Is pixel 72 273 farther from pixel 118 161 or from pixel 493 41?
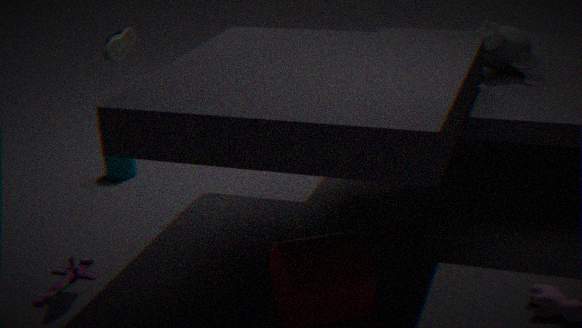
pixel 493 41
